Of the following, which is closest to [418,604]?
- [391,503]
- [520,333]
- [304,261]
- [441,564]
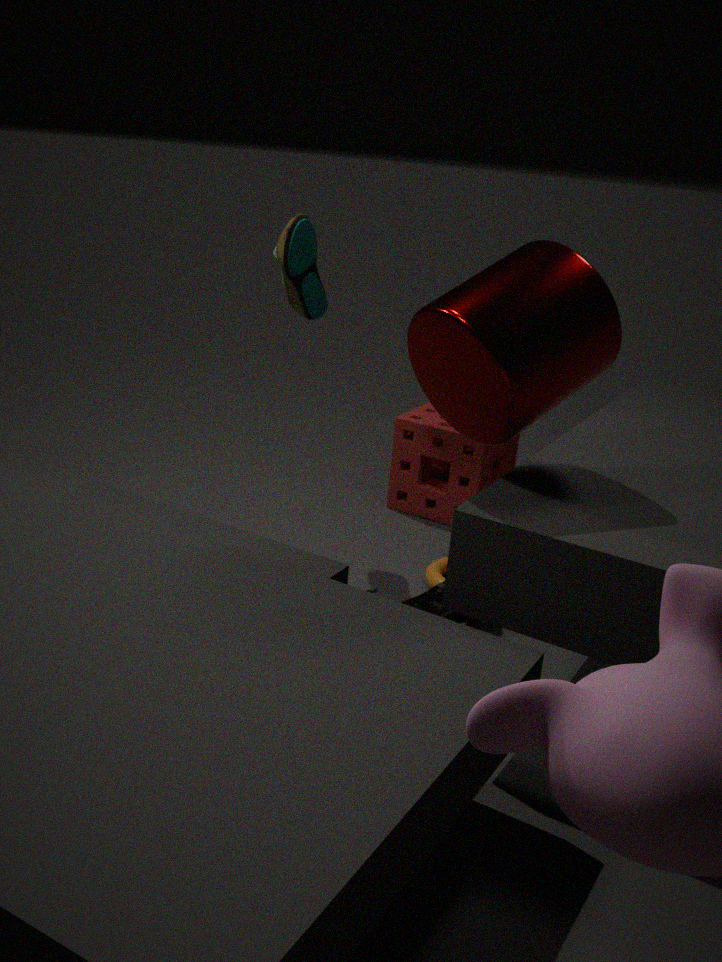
[441,564]
